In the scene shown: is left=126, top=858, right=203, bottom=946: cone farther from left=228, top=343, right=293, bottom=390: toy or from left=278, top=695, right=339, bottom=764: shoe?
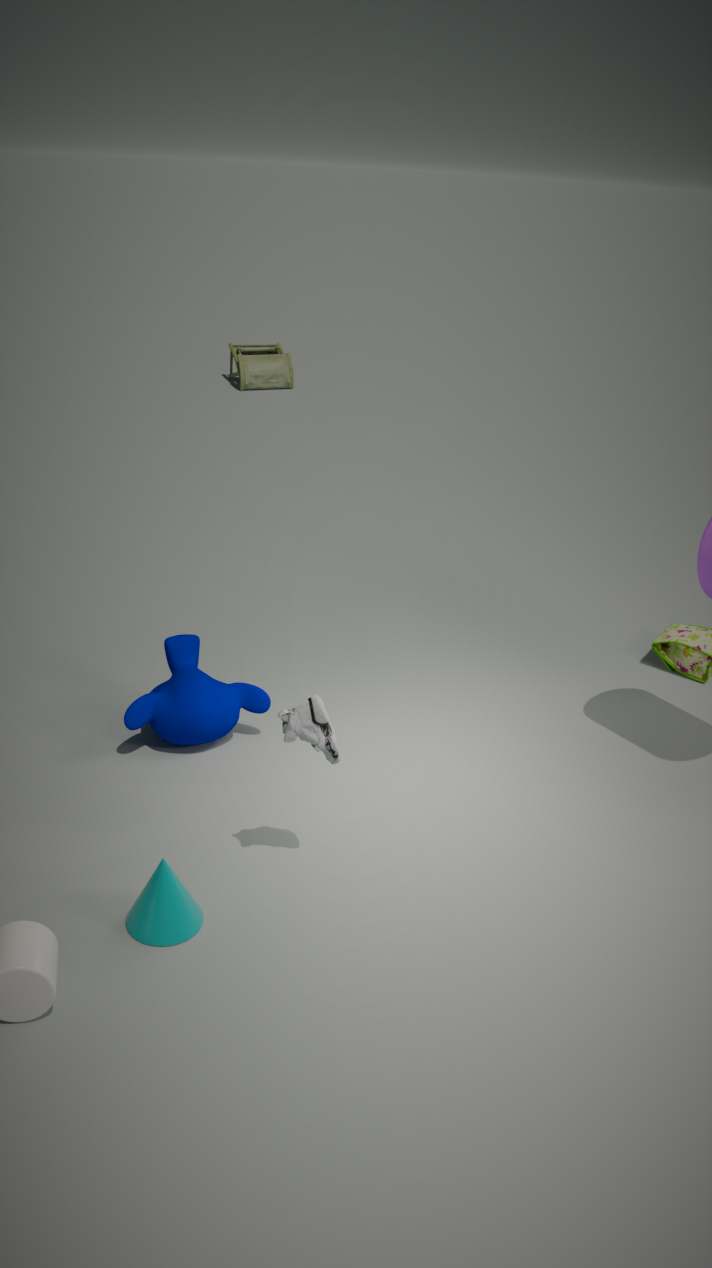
left=228, top=343, right=293, bottom=390: toy
